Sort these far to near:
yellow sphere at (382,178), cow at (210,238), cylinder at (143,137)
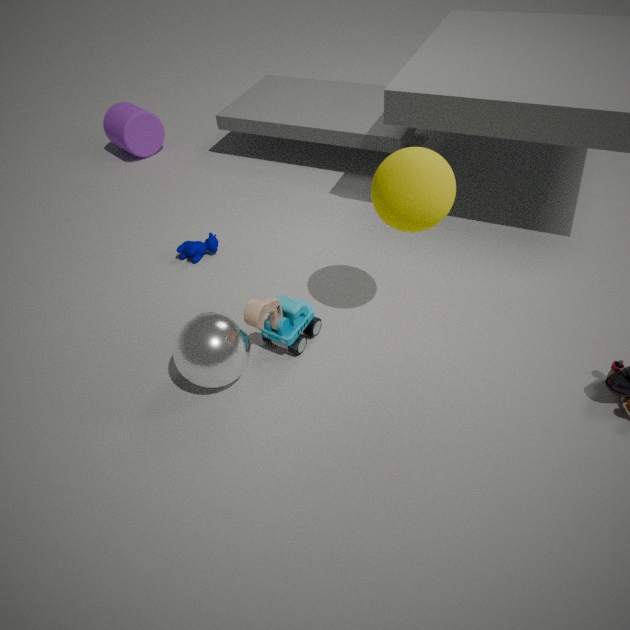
cylinder at (143,137)
cow at (210,238)
yellow sphere at (382,178)
